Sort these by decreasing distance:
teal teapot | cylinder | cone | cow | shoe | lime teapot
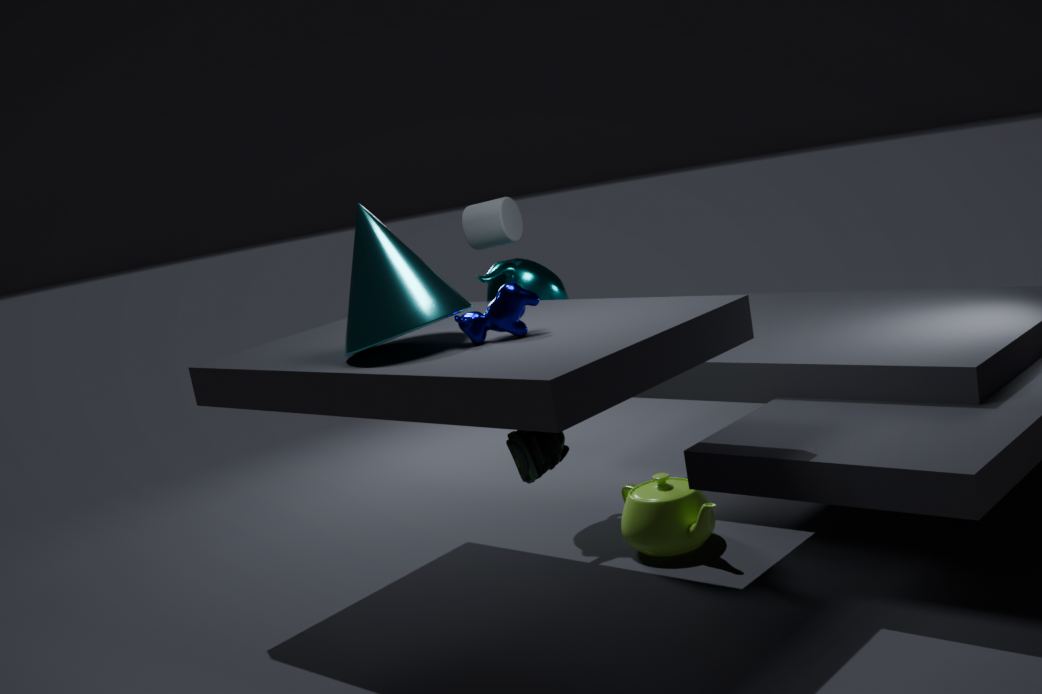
1. cylinder
2. teal teapot
3. lime teapot
4. cow
5. cone
6. shoe
